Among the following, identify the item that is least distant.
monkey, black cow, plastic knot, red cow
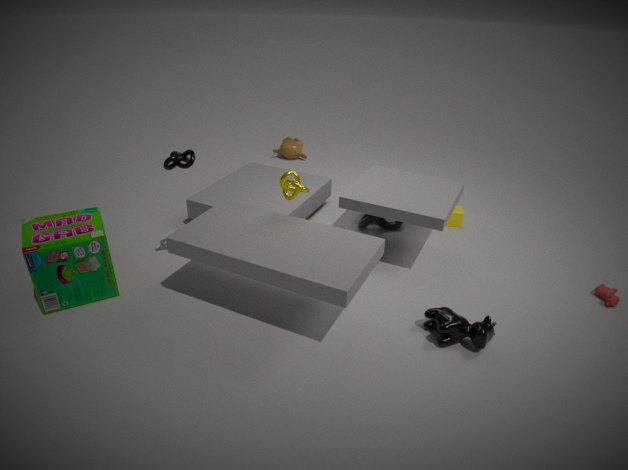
black cow
